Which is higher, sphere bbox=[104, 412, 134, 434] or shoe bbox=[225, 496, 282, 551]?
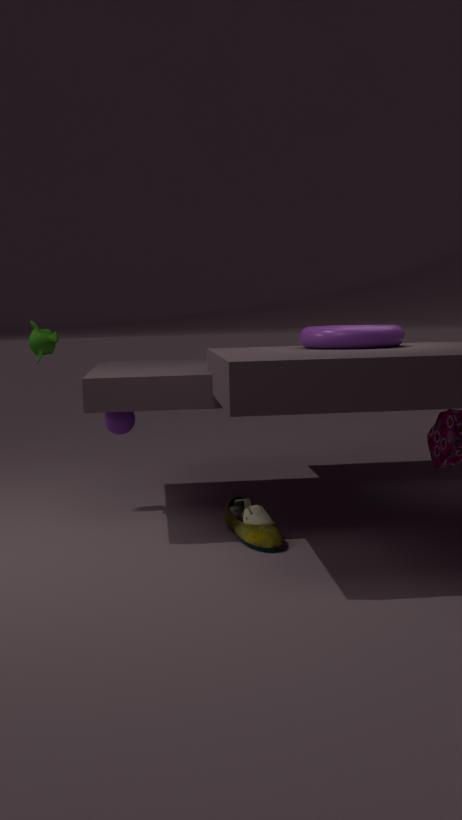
sphere bbox=[104, 412, 134, 434]
